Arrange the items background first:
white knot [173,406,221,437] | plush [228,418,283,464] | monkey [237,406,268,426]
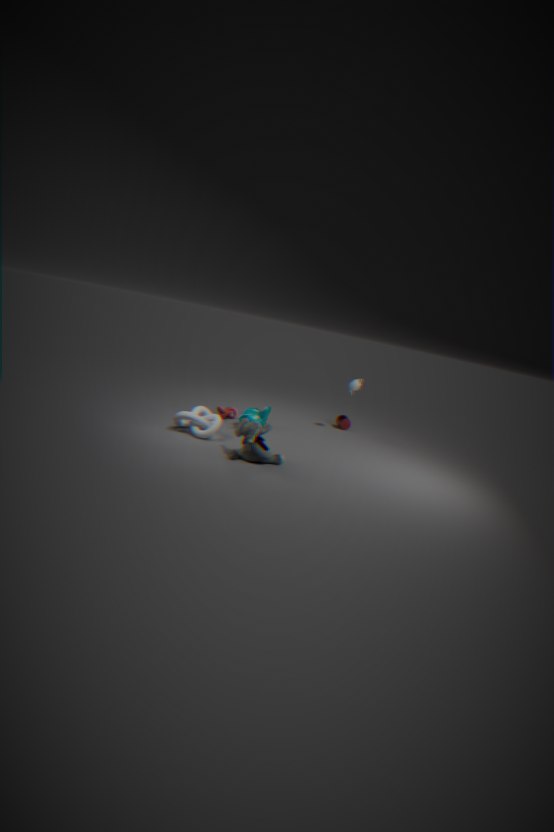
monkey [237,406,268,426], white knot [173,406,221,437], plush [228,418,283,464]
